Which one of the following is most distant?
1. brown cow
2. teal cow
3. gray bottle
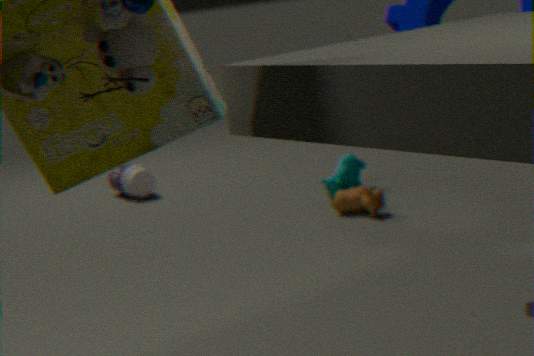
gray bottle
